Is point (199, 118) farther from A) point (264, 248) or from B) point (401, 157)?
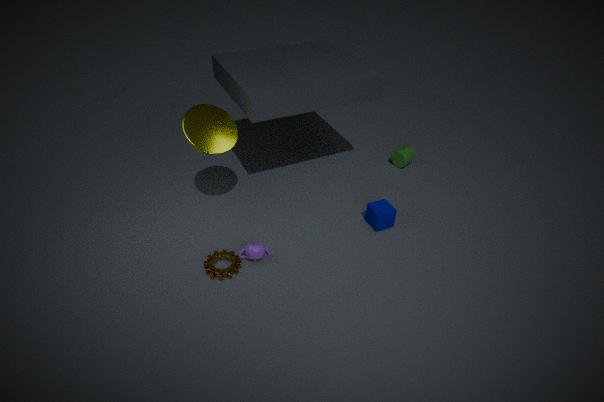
B) point (401, 157)
